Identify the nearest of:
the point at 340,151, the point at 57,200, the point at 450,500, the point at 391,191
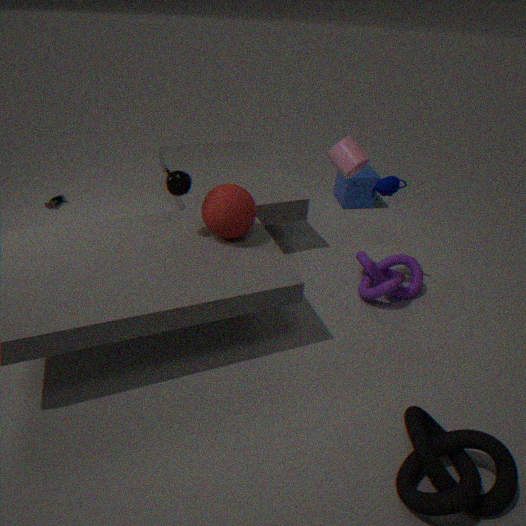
the point at 450,500
